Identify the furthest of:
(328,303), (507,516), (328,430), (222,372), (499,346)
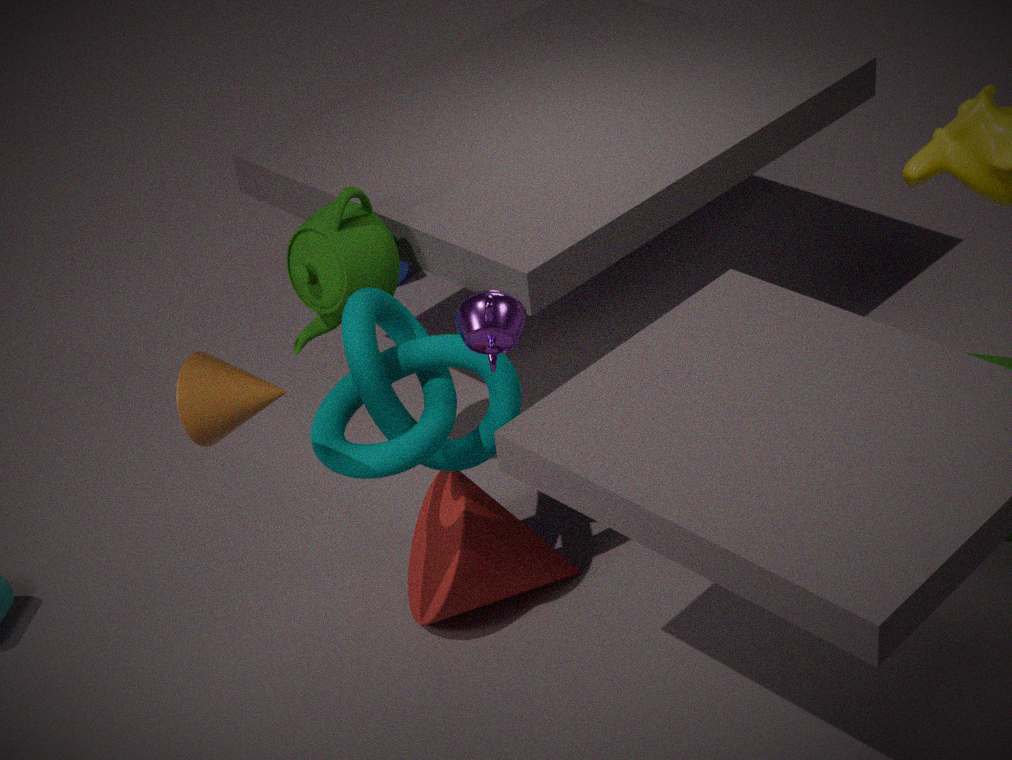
(328,303)
